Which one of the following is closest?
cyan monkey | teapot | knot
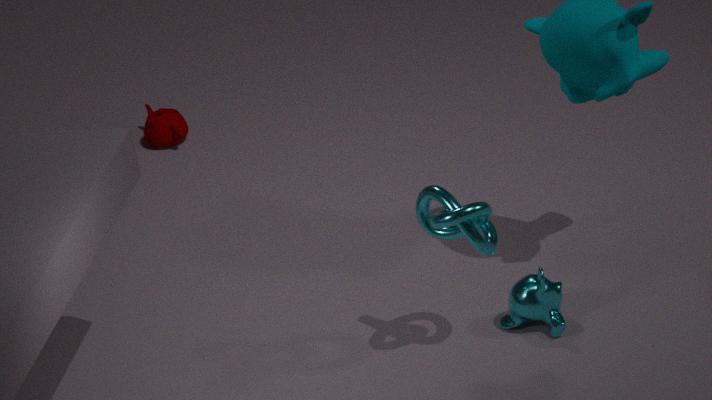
knot
